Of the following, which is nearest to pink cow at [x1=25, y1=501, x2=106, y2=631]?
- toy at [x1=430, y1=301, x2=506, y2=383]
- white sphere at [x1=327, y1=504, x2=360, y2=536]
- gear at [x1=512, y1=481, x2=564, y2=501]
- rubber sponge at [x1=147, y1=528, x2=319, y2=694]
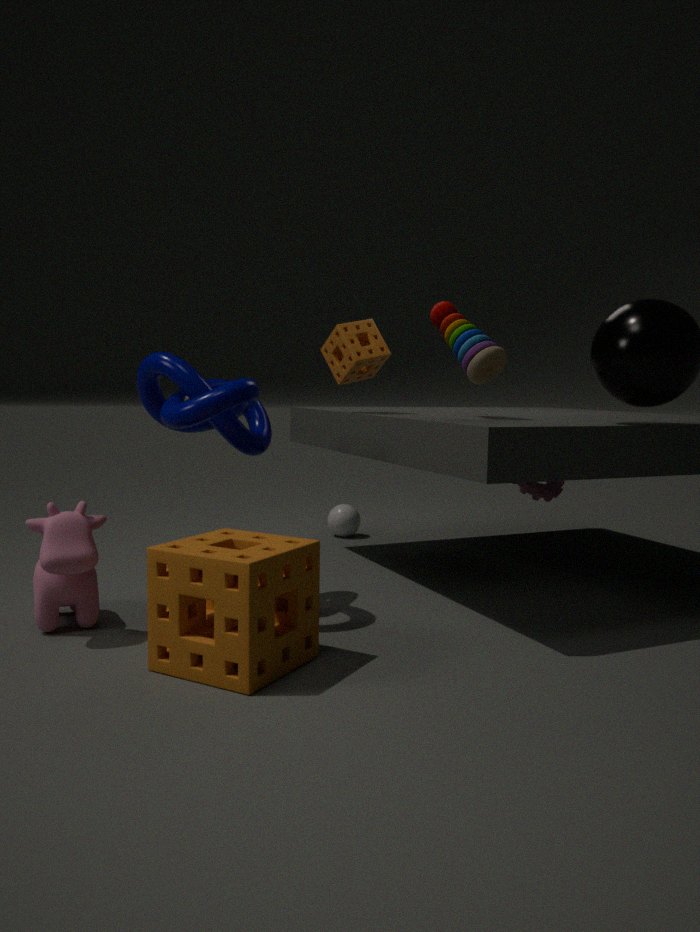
rubber sponge at [x1=147, y1=528, x2=319, y2=694]
